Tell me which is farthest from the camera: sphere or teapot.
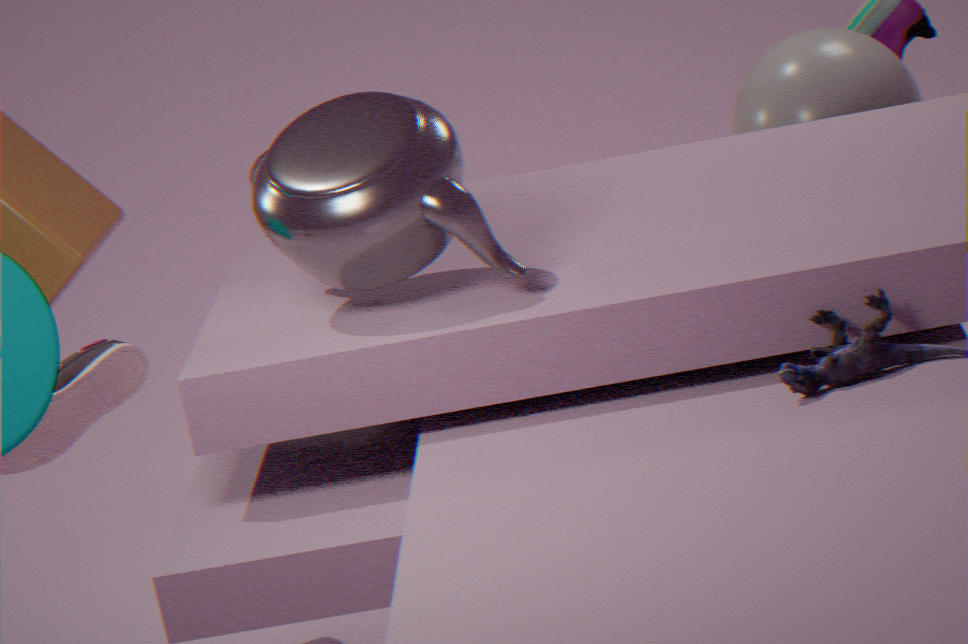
sphere
